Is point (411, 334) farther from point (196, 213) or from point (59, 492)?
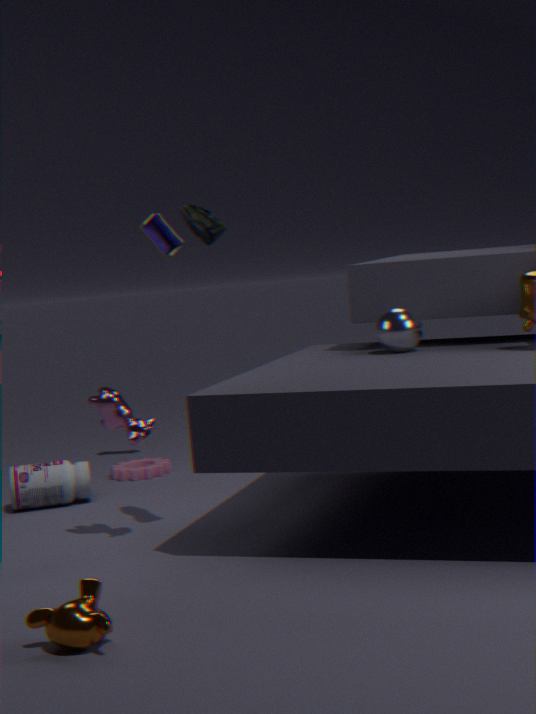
point (59, 492)
